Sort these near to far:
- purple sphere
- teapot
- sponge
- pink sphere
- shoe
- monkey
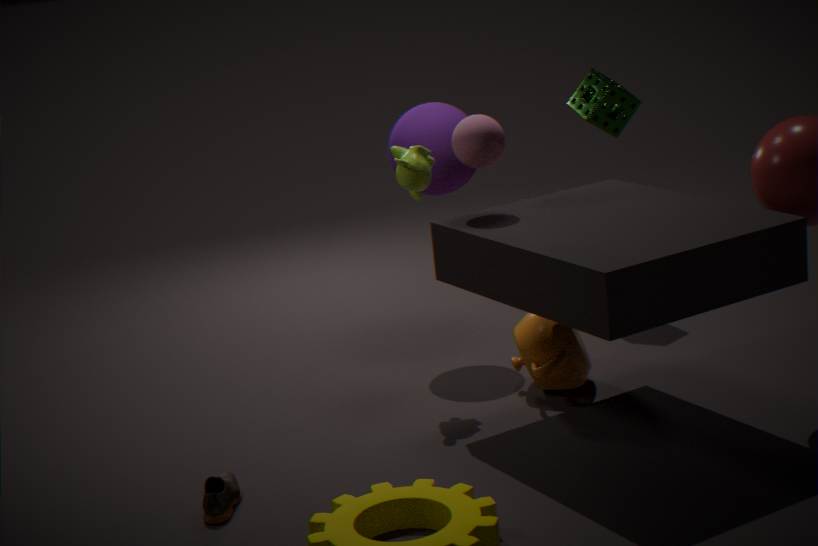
shoe → pink sphere → monkey → teapot → purple sphere → sponge
